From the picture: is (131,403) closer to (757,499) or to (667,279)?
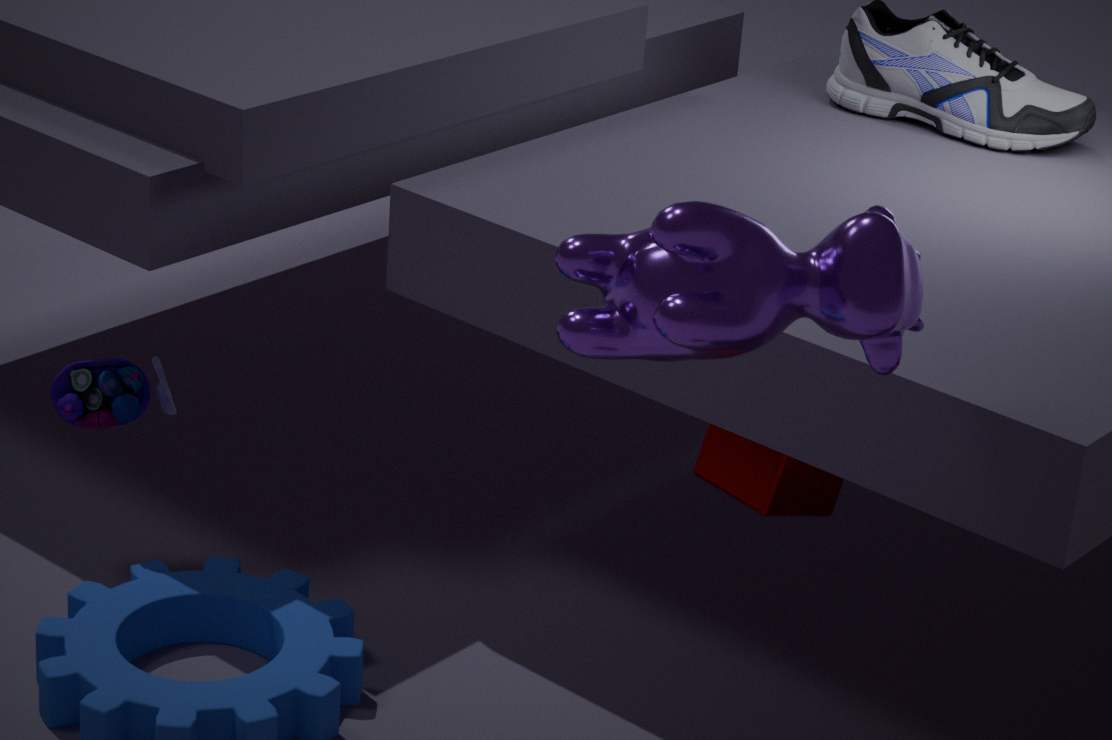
(757,499)
